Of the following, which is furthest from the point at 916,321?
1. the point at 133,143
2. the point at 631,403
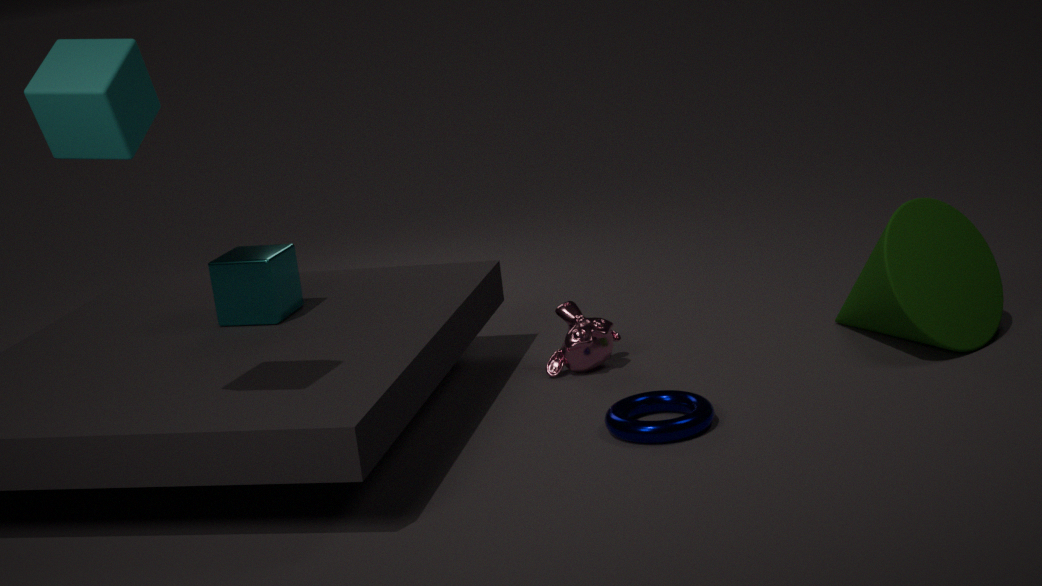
the point at 133,143
